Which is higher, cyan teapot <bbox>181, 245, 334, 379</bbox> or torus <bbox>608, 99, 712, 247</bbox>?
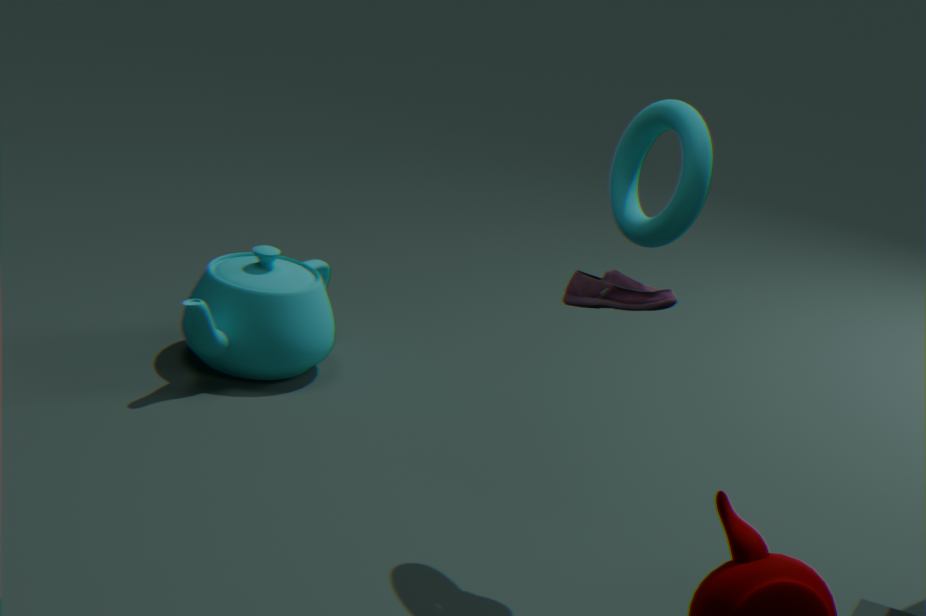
torus <bbox>608, 99, 712, 247</bbox>
